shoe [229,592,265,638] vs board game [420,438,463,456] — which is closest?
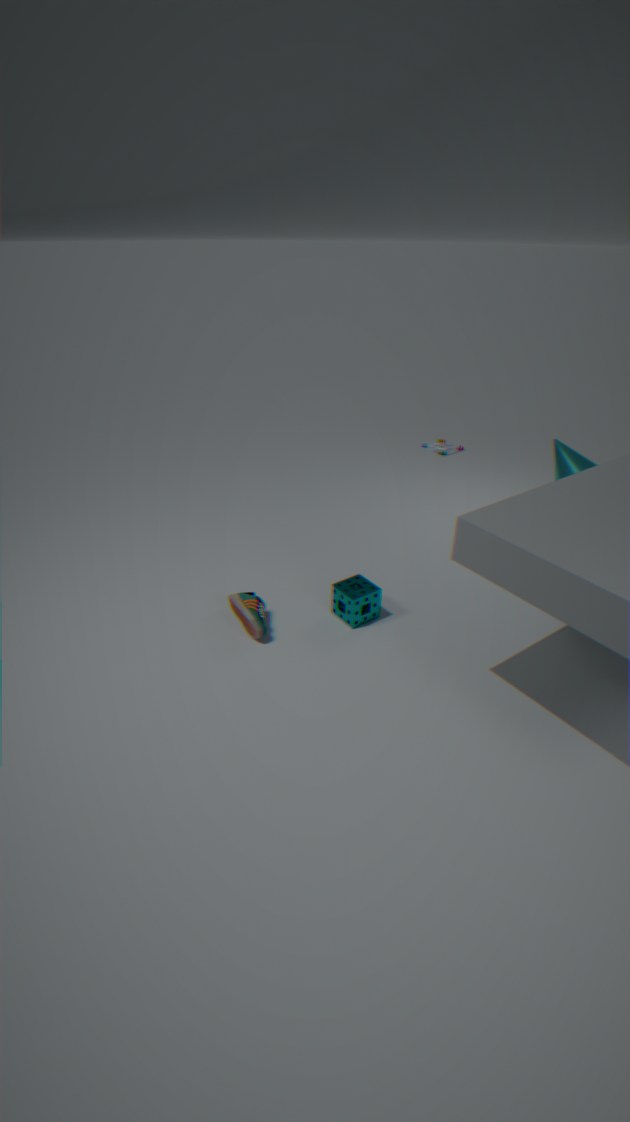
shoe [229,592,265,638]
